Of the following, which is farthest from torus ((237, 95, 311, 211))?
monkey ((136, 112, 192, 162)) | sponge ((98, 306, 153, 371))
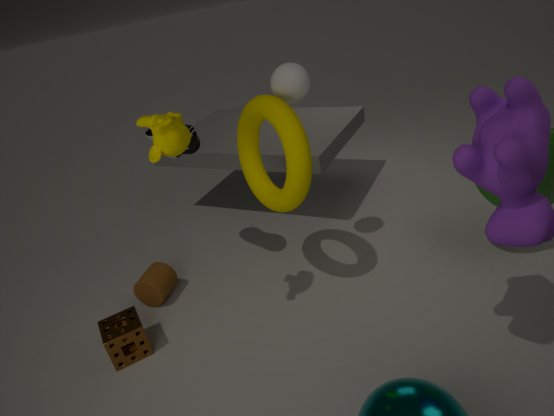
sponge ((98, 306, 153, 371))
